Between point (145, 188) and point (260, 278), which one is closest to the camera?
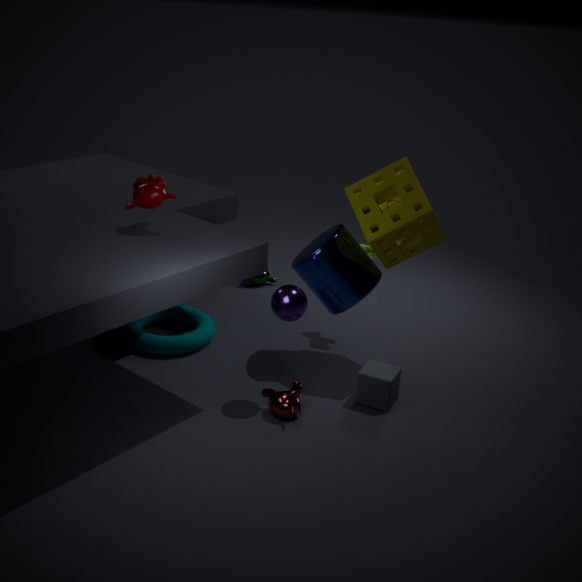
point (145, 188)
